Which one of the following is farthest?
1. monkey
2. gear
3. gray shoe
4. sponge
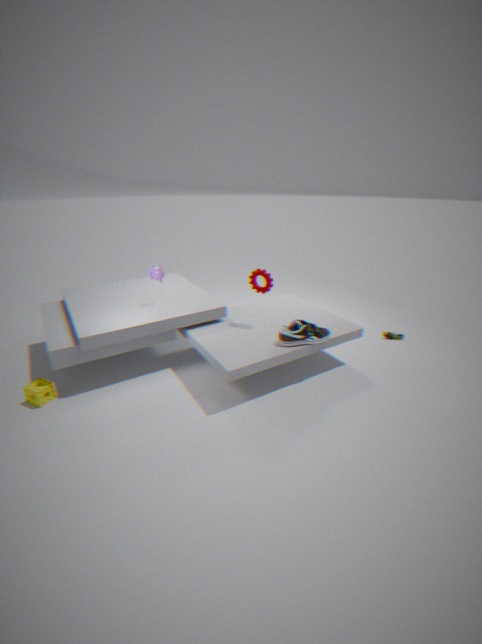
monkey
